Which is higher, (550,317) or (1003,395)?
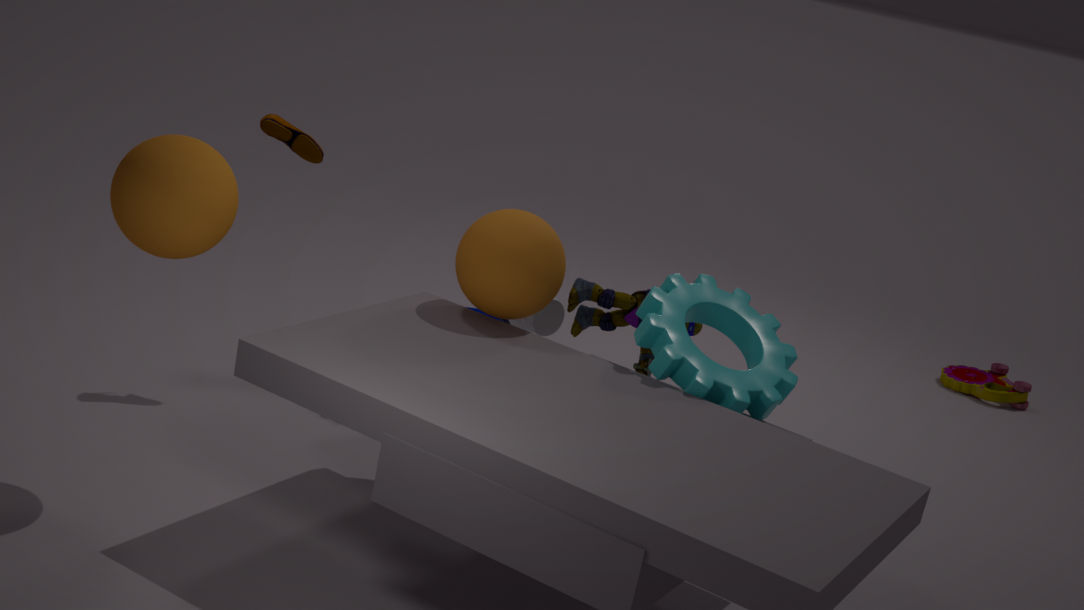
(550,317)
